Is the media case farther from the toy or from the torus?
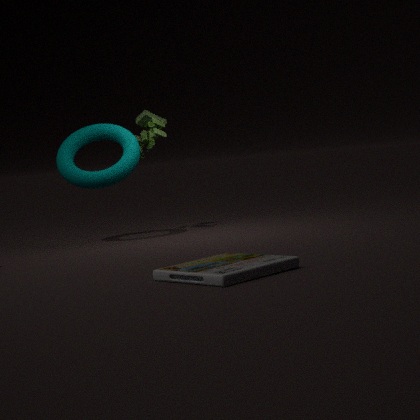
the toy
